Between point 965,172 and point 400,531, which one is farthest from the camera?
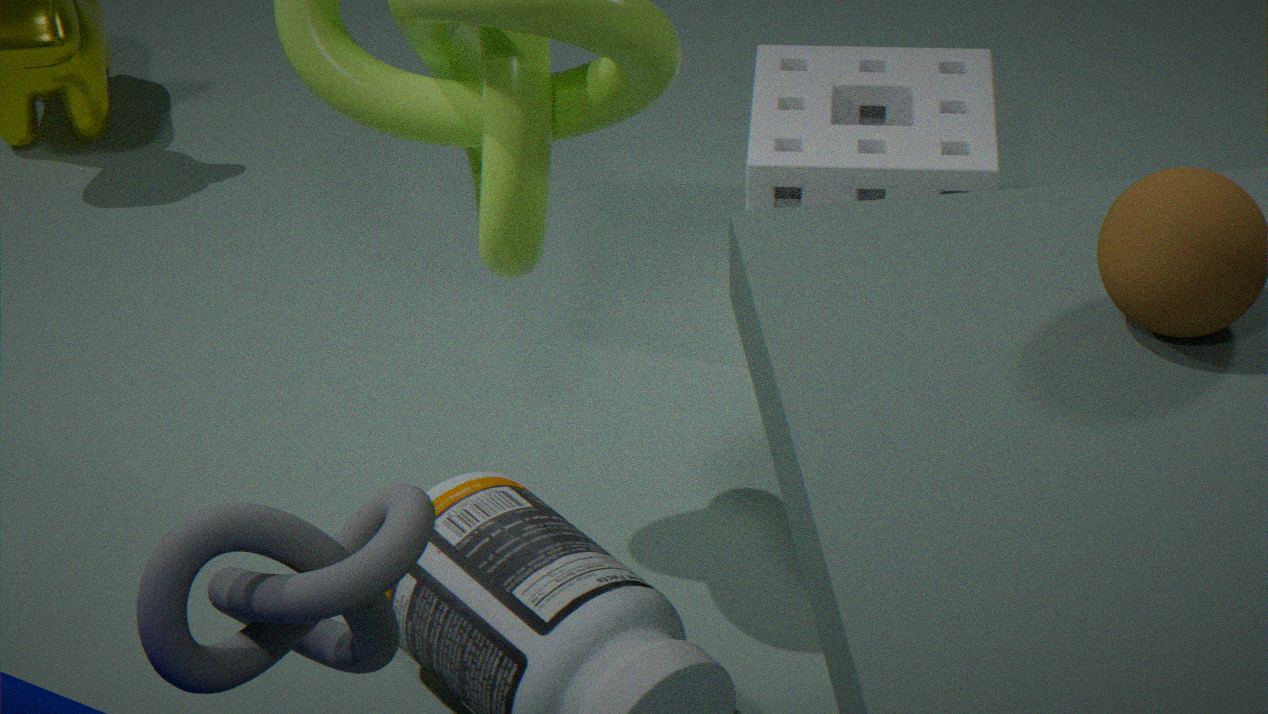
point 965,172
